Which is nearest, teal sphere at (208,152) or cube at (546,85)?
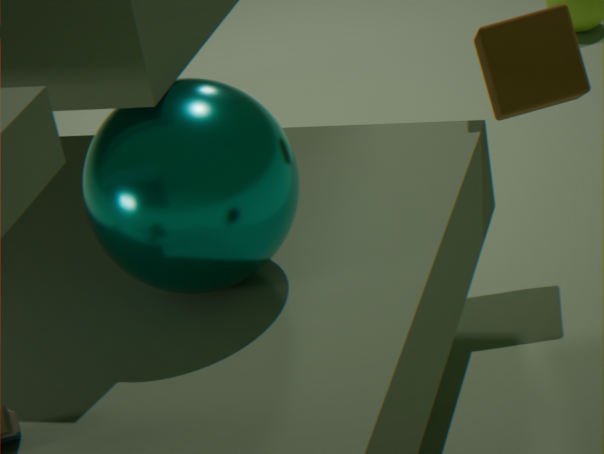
teal sphere at (208,152)
